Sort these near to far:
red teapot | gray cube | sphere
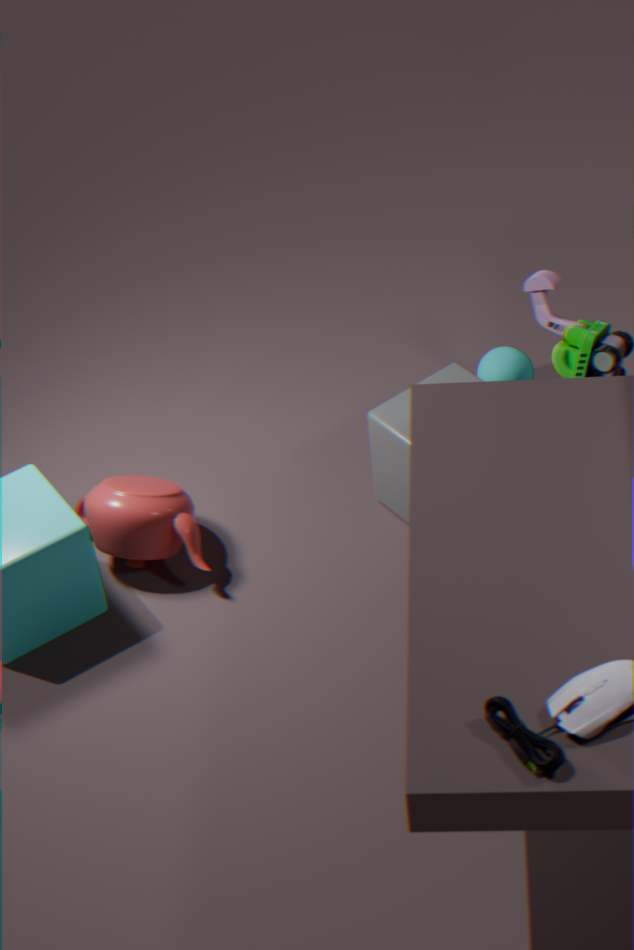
red teapot
gray cube
sphere
